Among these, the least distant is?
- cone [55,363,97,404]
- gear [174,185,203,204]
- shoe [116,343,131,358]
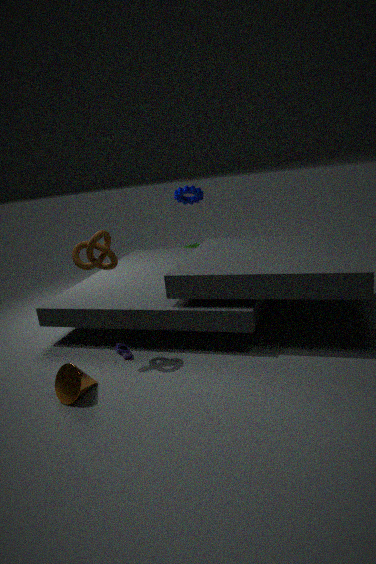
cone [55,363,97,404]
